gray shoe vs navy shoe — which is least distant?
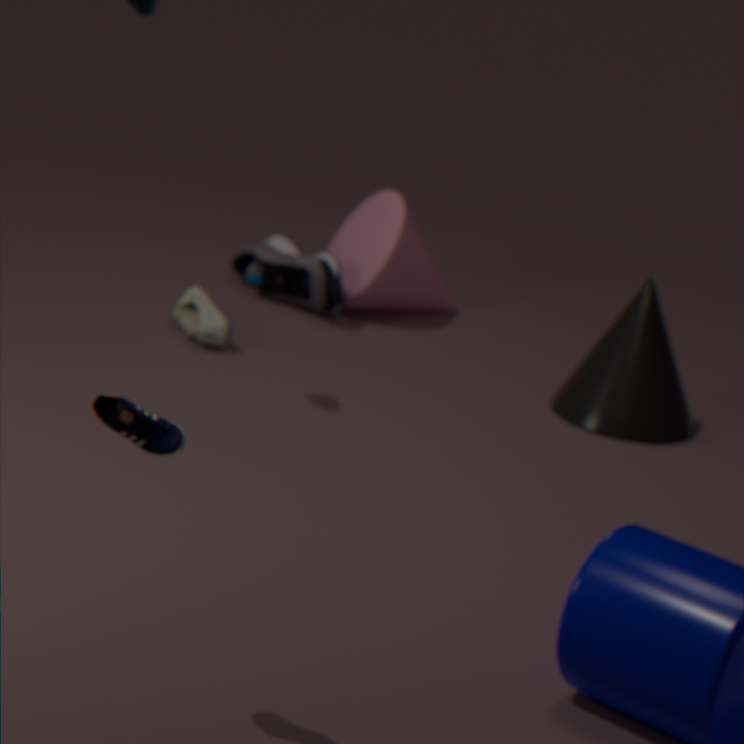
navy shoe
